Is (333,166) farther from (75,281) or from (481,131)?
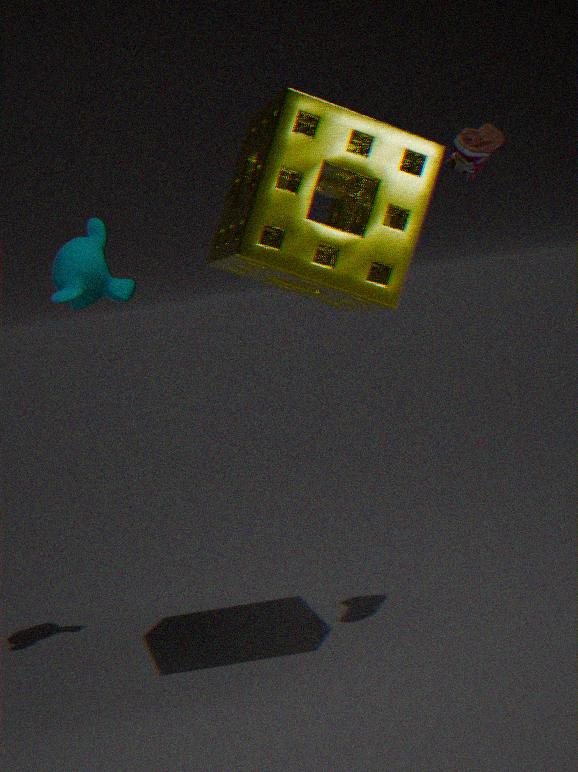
(75,281)
